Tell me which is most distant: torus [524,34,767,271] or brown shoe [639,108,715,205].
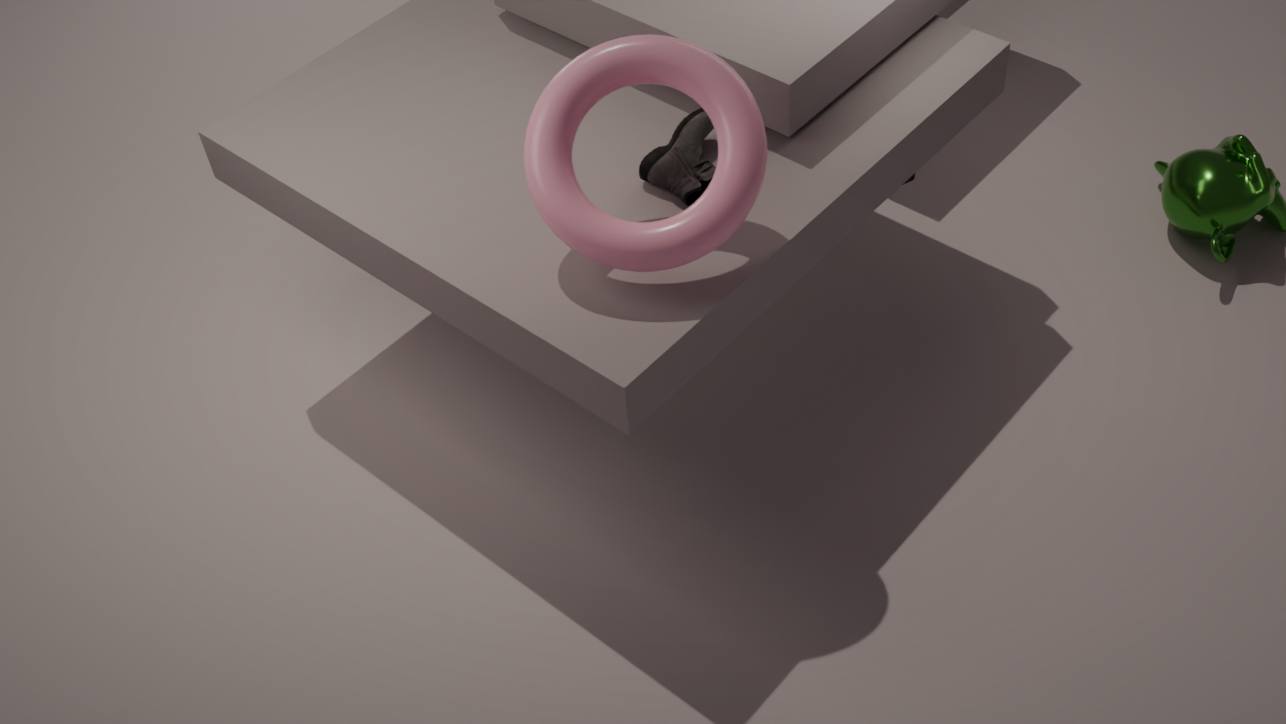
brown shoe [639,108,715,205]
